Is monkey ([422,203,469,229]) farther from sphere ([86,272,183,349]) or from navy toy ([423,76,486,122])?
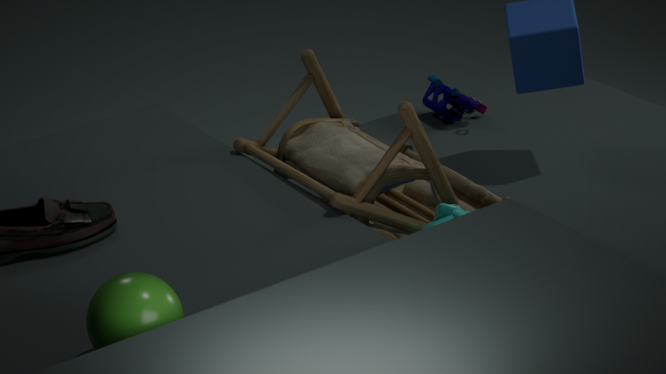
navy toy ([423,76,486,122])
